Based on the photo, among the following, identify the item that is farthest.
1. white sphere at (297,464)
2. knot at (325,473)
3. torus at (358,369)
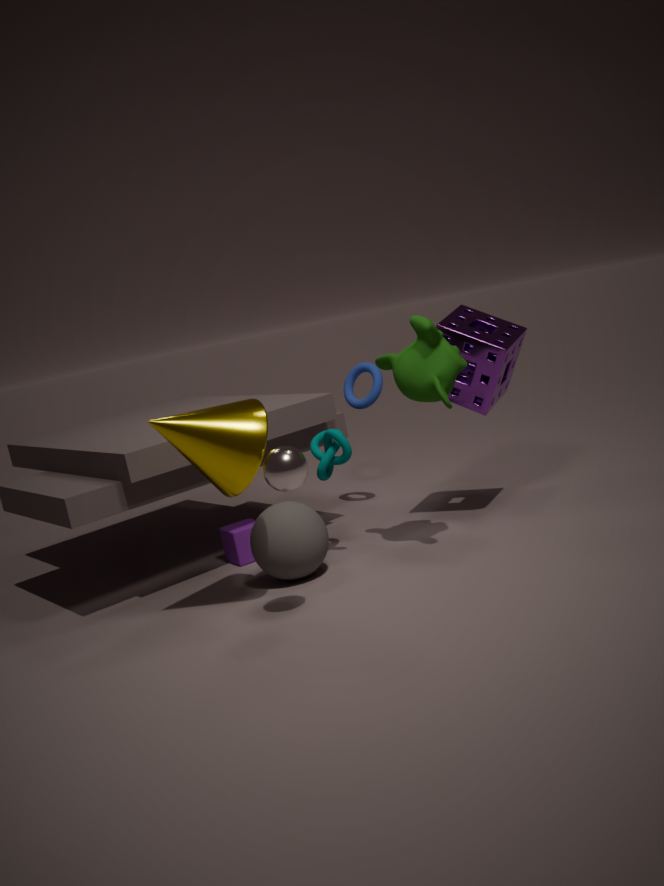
torus at (358,369)
